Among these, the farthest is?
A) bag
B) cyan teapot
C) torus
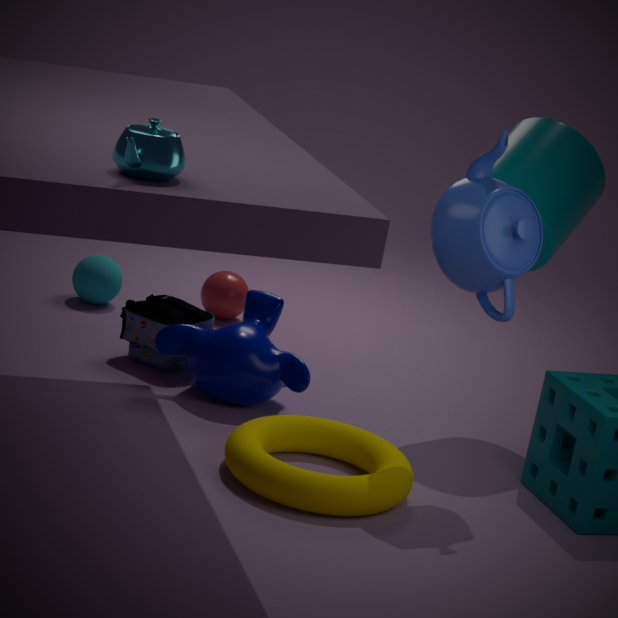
bag
